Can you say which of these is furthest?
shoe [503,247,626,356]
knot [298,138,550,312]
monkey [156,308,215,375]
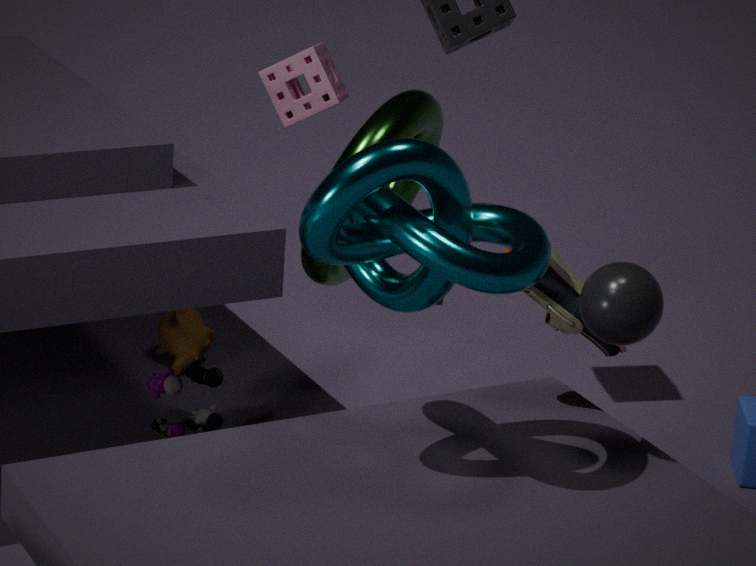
monkey [156,308,215,375]
